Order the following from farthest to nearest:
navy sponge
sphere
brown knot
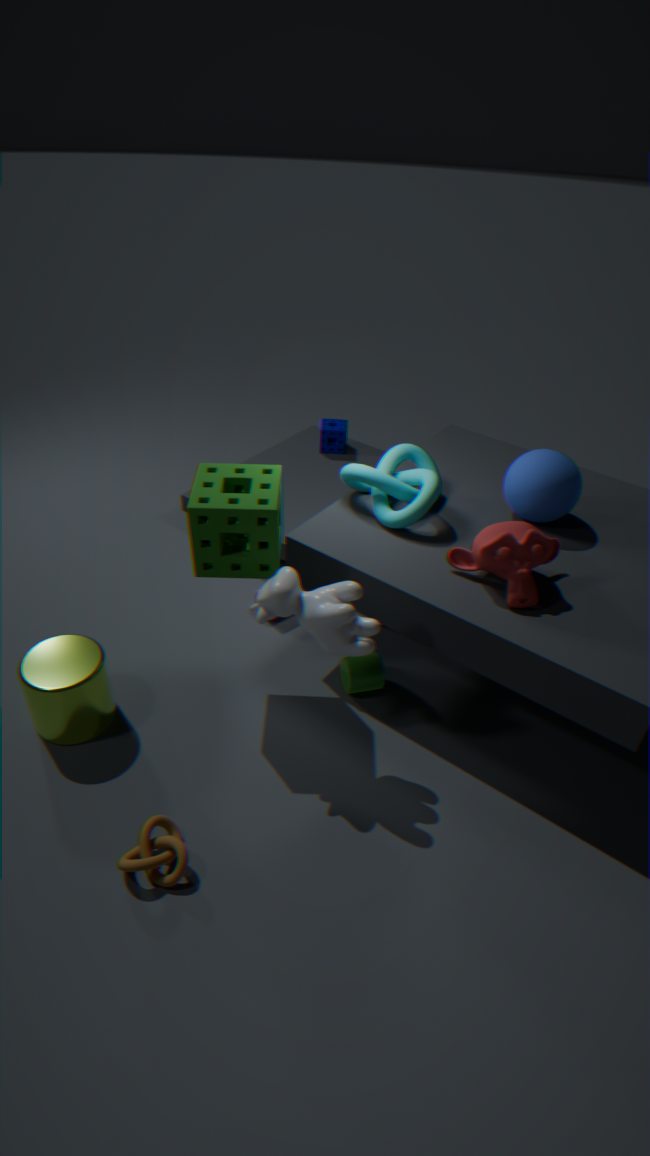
navy sponge → sphere → brown knot
